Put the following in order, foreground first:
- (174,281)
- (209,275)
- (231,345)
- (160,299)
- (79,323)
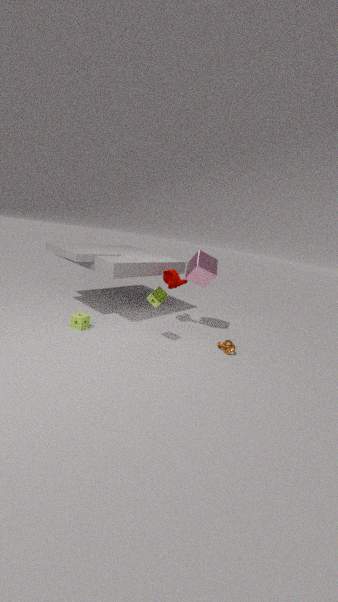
(160,299) → (79,323) → (231,345) → (209,275) → (174,281)
